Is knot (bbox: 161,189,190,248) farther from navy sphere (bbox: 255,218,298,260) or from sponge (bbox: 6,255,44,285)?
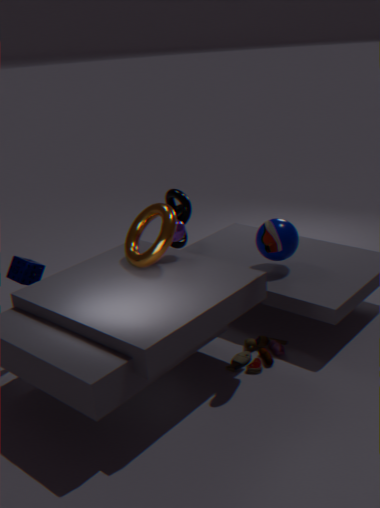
sponge (bbox: 6,255,44,285)
